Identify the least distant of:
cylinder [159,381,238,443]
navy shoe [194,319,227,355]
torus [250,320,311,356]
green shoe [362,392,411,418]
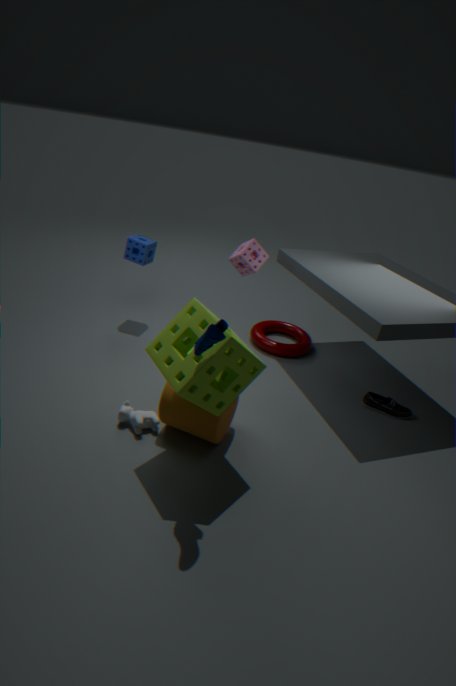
navy shoe [194,319,227,355]
